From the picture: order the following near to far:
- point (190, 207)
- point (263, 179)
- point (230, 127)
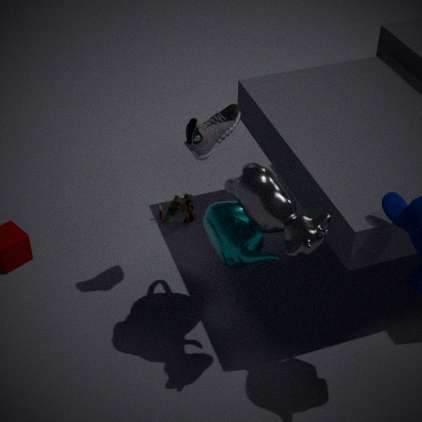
point (263, 179) → point (230, 127) → point (190, 207)
